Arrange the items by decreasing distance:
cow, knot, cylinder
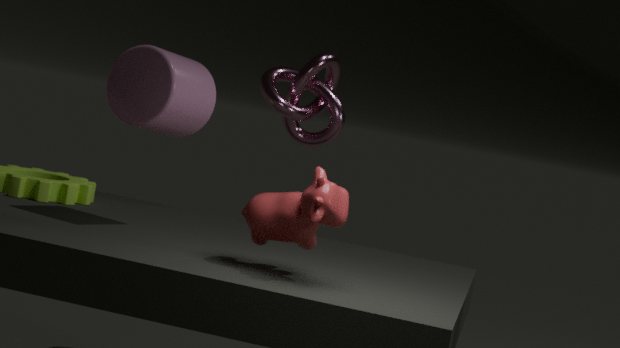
knot < cylinder < cow
